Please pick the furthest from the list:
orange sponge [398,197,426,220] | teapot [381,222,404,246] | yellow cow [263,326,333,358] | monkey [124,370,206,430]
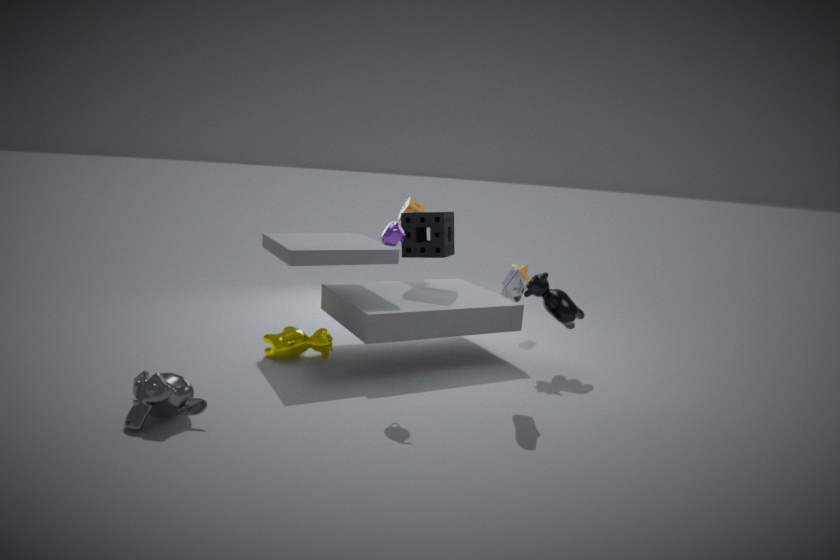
orange sponge [398,197,426,220]
